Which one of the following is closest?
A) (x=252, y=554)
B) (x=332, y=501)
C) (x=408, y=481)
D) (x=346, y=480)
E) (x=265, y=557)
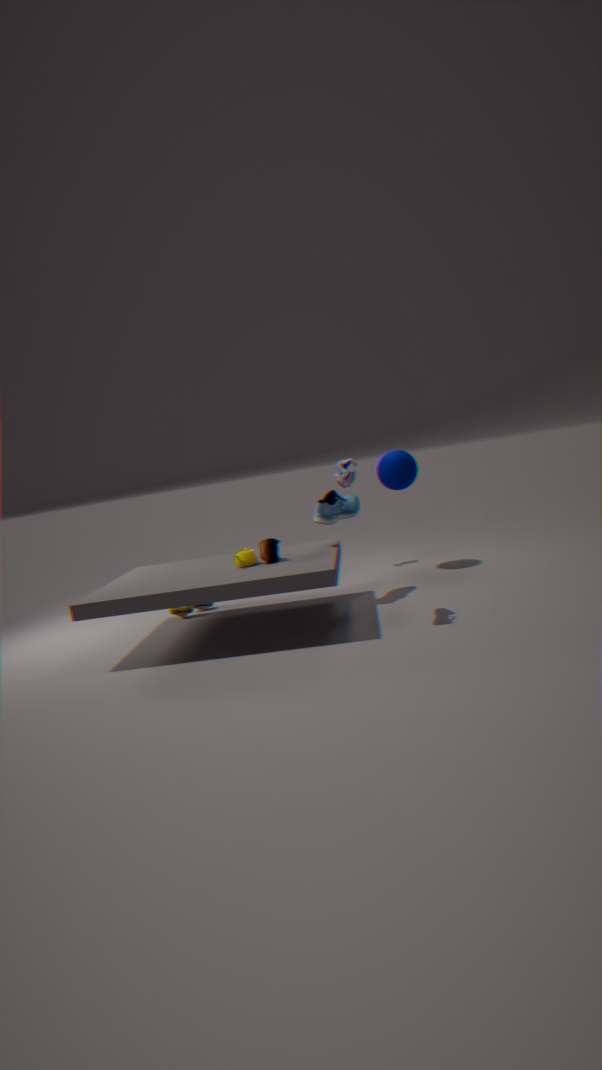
(x=346, y=480)
